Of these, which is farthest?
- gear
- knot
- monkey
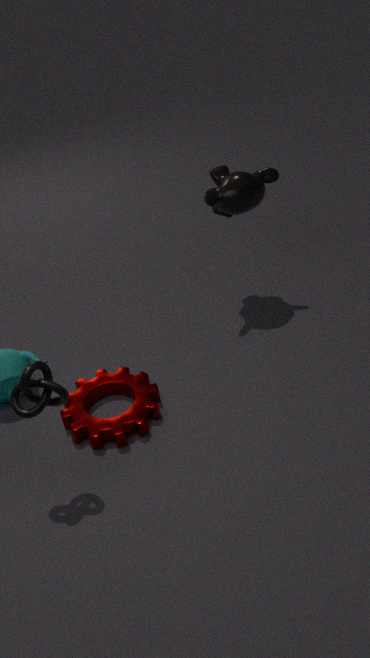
monkey
